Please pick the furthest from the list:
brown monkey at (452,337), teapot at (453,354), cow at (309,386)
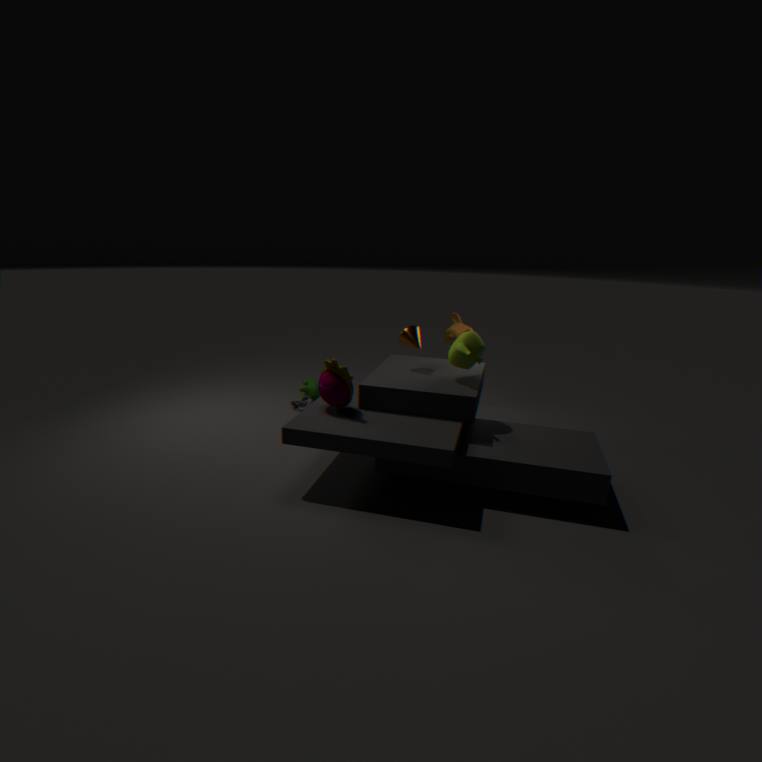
cow at (309,386)
